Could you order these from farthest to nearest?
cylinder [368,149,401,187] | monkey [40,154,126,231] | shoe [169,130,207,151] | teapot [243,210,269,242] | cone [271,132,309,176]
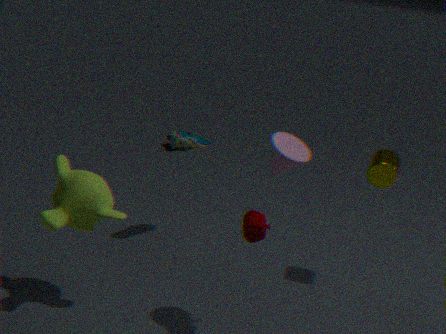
1. shoe [169,130,207,151]
2. cylinder [368,149,401,187]
3. monkey [40,154,126,231]
4. teapot [243,210,269,242]
5. cone [271,132,309,176]
